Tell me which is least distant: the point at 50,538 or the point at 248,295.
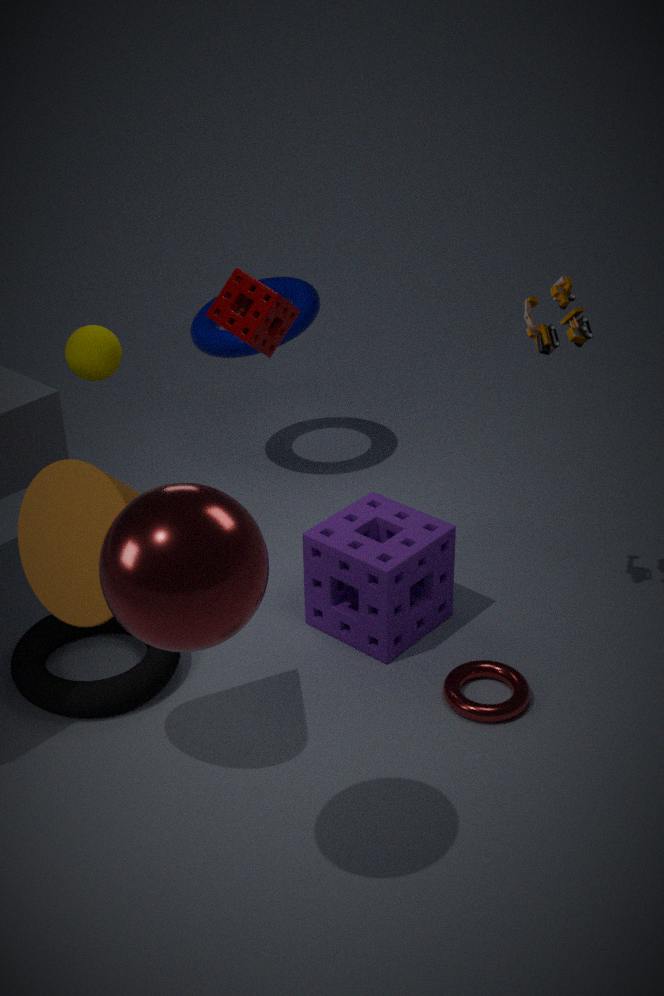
the point at 50,538
